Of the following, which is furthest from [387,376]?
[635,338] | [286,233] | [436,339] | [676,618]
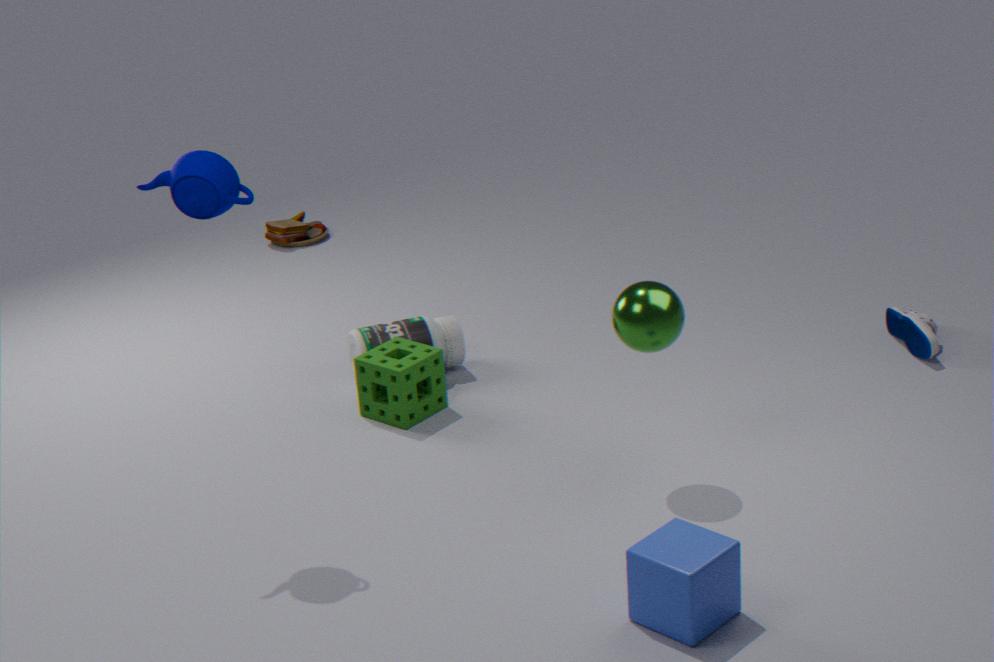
[286,233]
